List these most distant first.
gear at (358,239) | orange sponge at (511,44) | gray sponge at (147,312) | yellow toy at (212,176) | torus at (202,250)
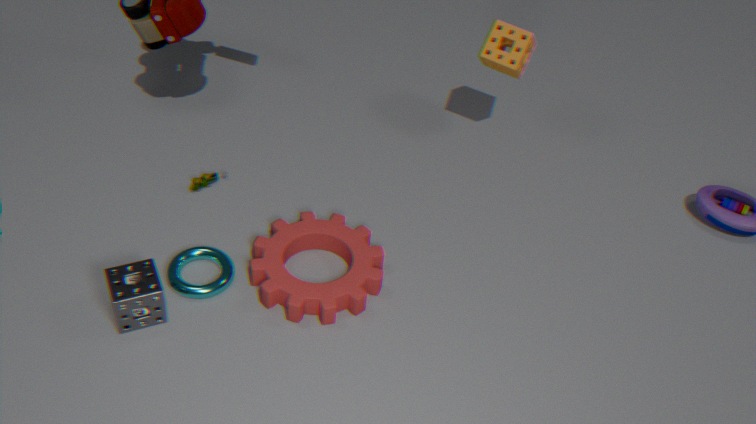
orange sponge at (511,44), yellow toy at (212,176), torus at (202,250), gear at (358,239), gray sponge at (147,312)
